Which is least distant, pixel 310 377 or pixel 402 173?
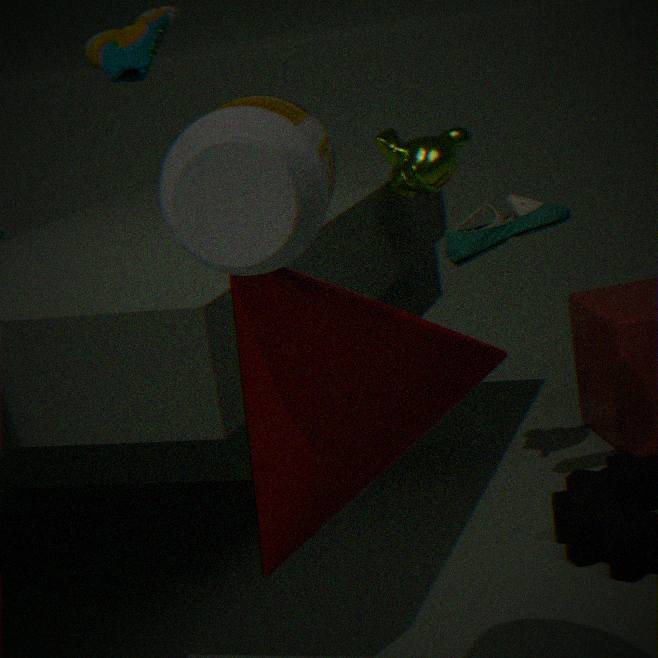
pixel 310 377
